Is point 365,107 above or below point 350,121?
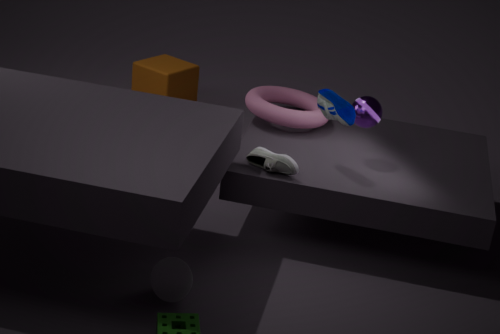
below
